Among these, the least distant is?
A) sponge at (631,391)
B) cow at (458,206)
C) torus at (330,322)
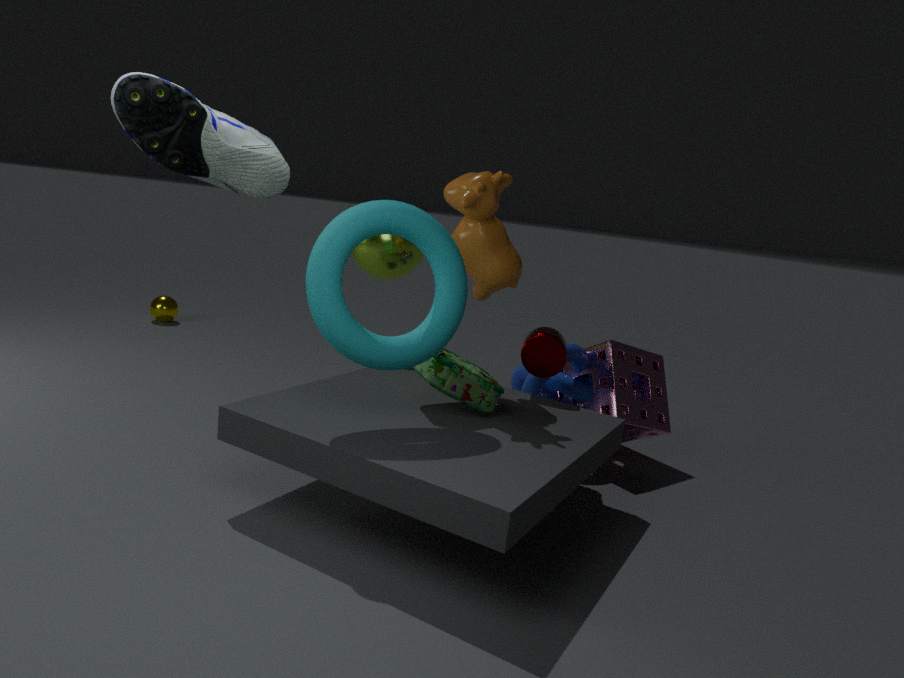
torus at (330,322)
